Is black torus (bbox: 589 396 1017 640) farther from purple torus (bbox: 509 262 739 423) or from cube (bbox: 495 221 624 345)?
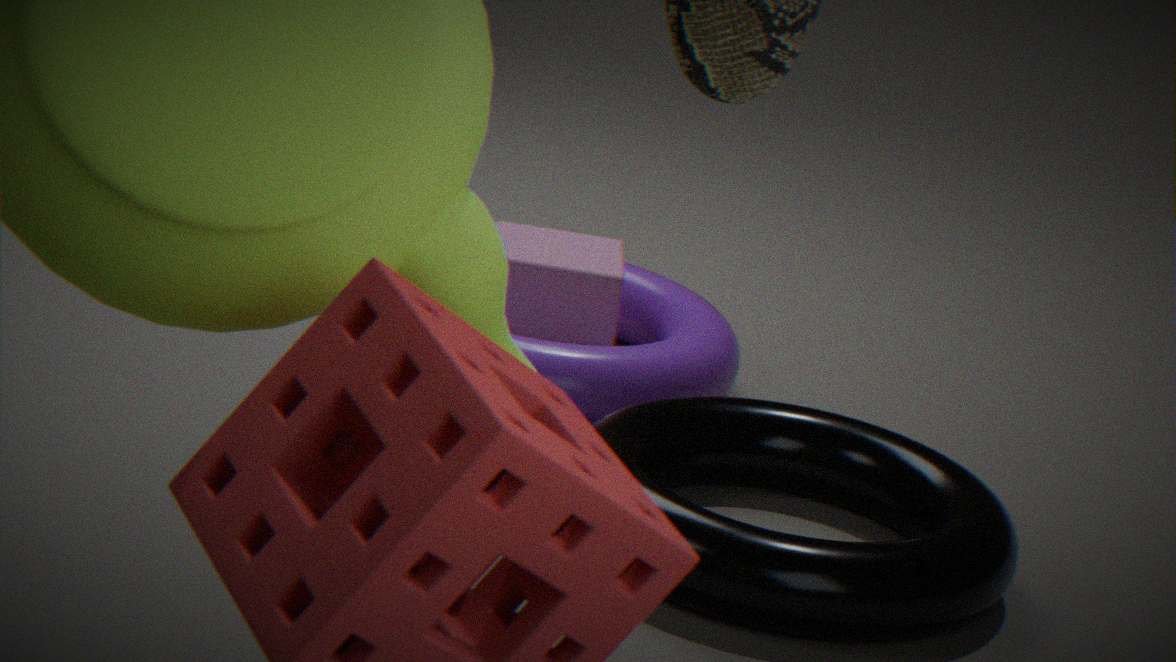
cube (bbox: 495 221 624 345)
